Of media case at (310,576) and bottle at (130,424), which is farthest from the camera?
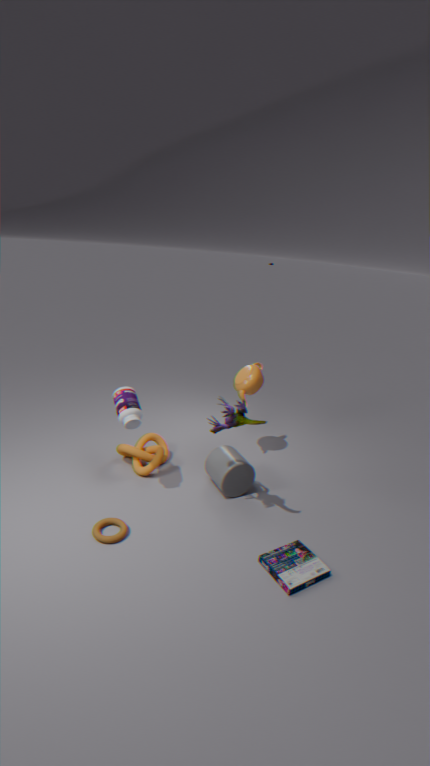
bottle at (130,424)
